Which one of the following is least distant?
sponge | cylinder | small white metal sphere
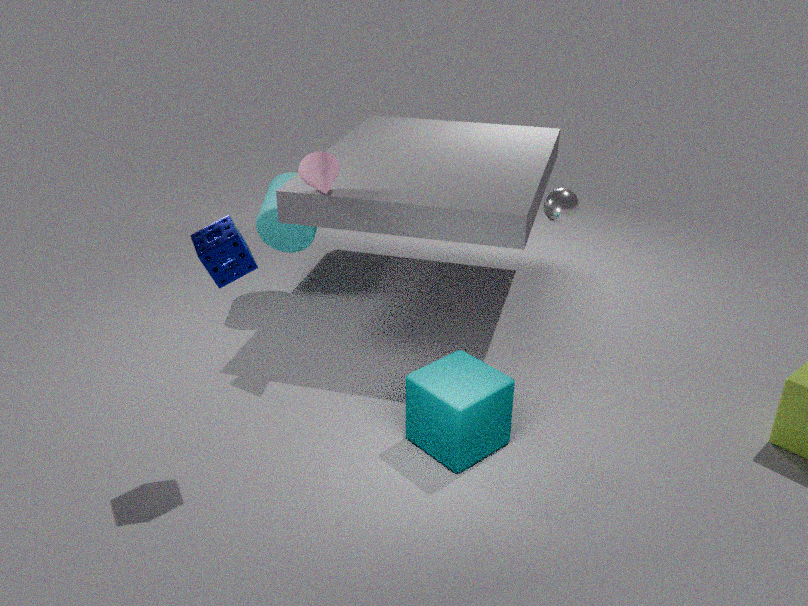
sponge
